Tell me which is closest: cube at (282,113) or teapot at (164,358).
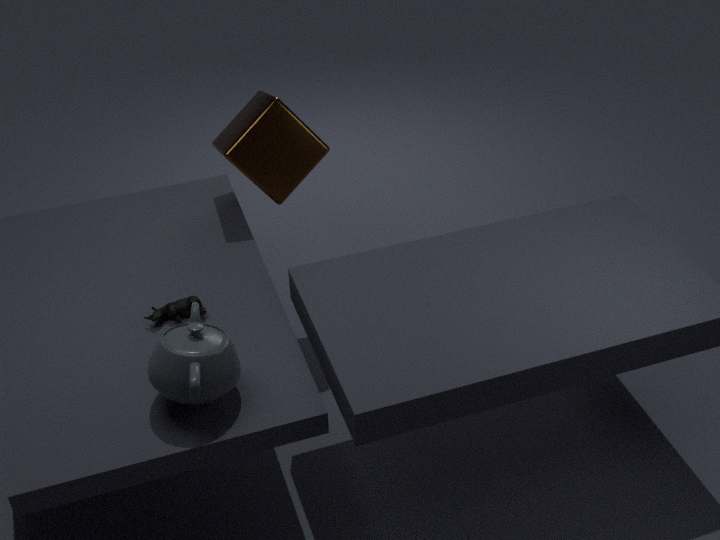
teapot at (164,358)
